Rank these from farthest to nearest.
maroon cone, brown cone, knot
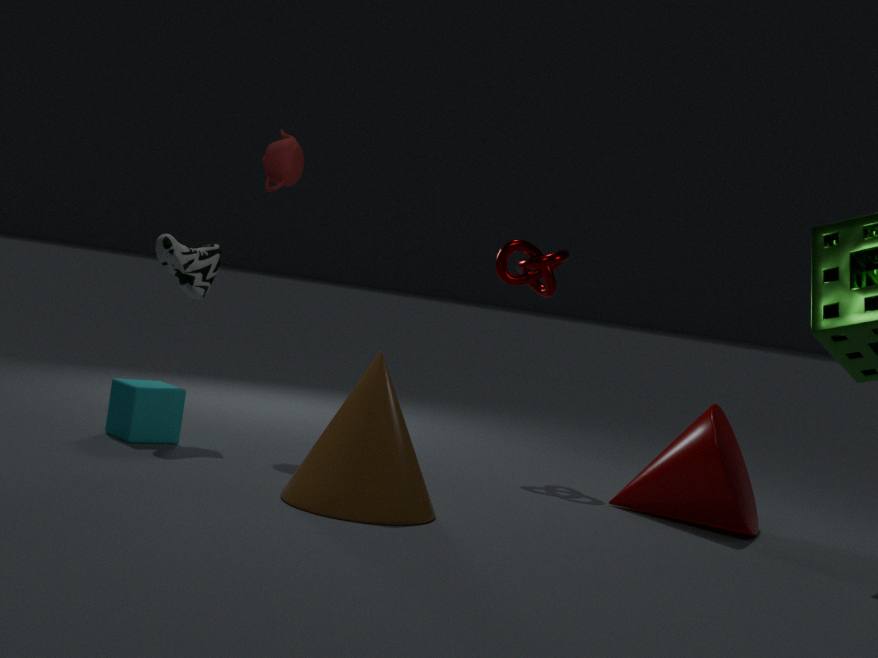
knot → maroon cone → brown cone
